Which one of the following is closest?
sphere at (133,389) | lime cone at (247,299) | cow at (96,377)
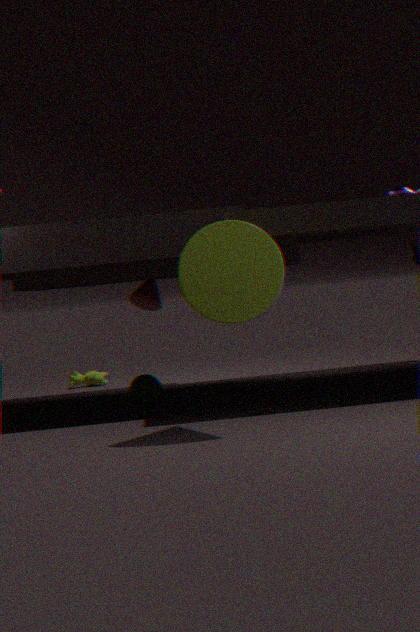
lime cone at (247,299)
